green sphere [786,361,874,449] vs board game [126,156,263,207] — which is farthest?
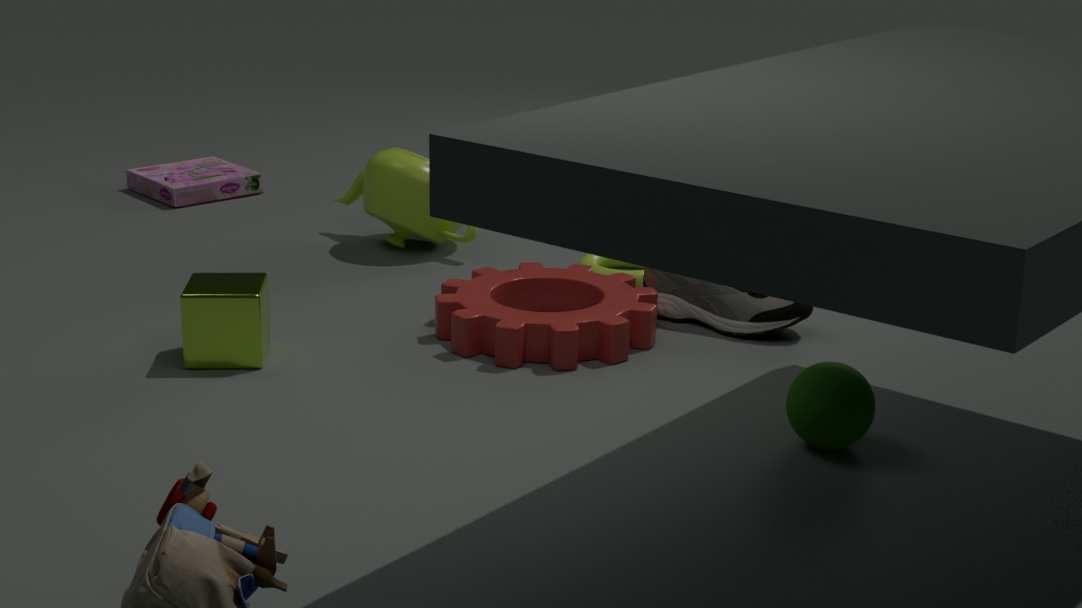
board game [126,156,263,207]
